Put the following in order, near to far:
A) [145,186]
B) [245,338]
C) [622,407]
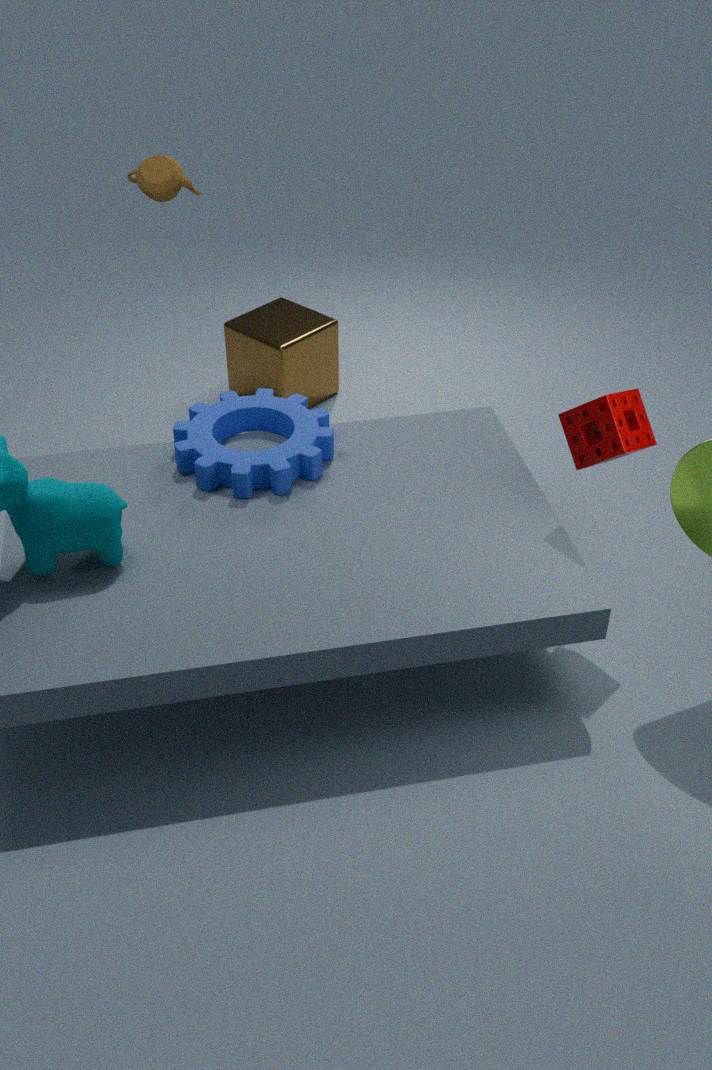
1. [622,407]
2. [145,186]
3. [245,338]
